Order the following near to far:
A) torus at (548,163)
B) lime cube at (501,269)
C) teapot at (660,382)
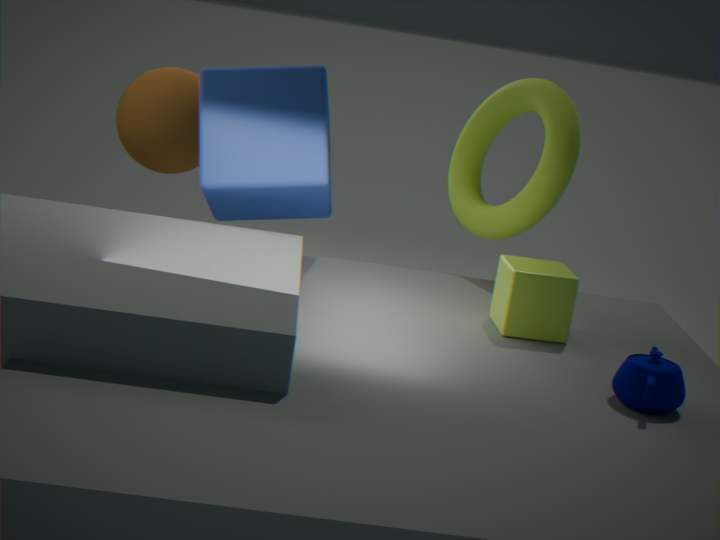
teapot at (660,382) → lime cube at (501,269) → torus at (548,163)
